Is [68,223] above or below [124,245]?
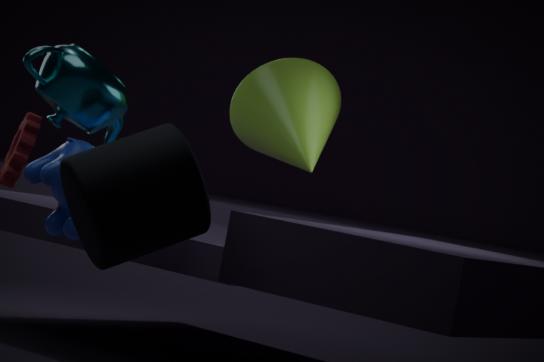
below
